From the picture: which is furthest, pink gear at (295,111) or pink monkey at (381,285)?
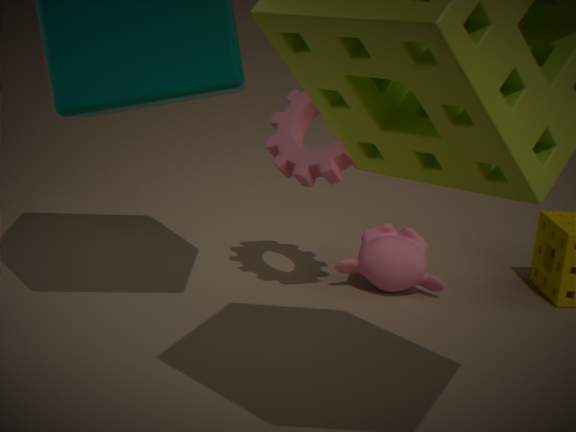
pink monkey at (381,285)
